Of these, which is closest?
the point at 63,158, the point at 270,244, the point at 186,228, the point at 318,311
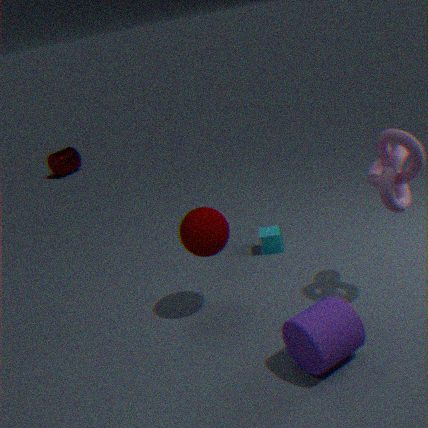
the point at 318,311
